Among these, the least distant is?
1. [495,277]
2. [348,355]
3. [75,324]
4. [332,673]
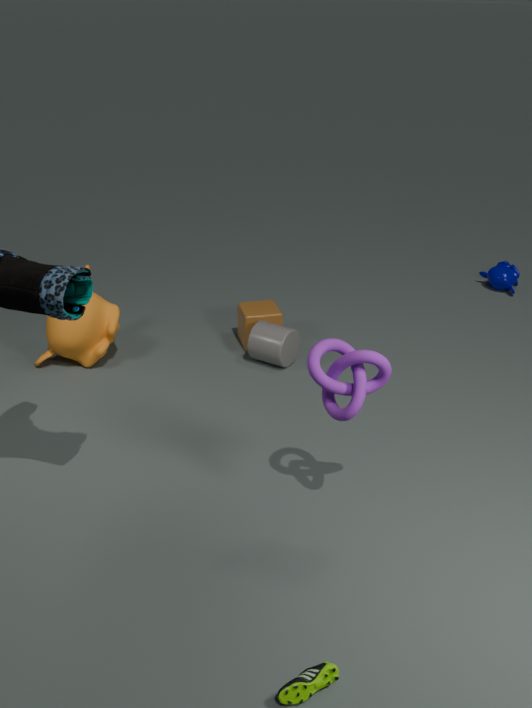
[332,673]
